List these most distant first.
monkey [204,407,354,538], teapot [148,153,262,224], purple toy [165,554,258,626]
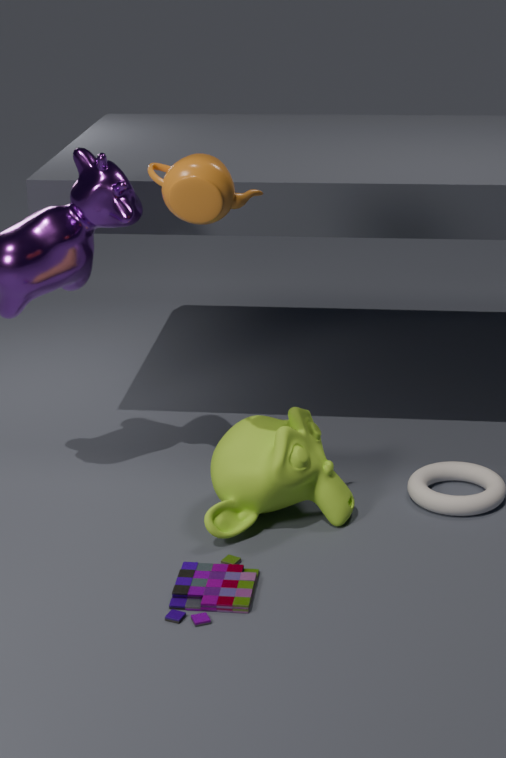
monkey [204,407,354,538] → purple toy [165,554,258,626] → teapot [148,153,262,224]
